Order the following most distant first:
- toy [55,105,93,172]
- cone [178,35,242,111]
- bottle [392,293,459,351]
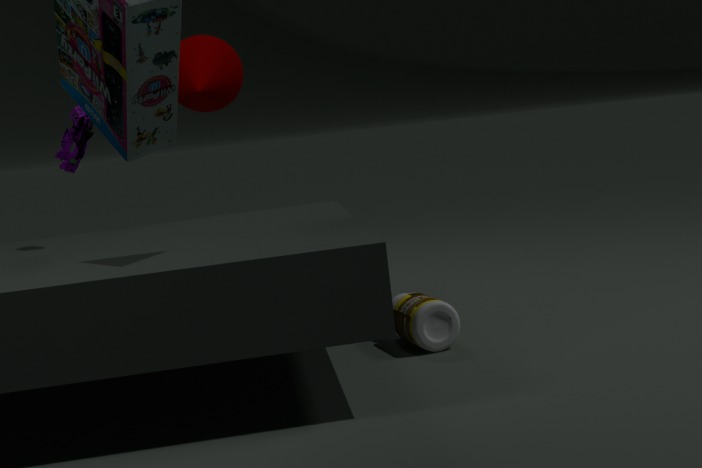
1. toy [55,105,93,172]
2. bottle [392,293,459,351]
3. cone [178,35,242,111]
